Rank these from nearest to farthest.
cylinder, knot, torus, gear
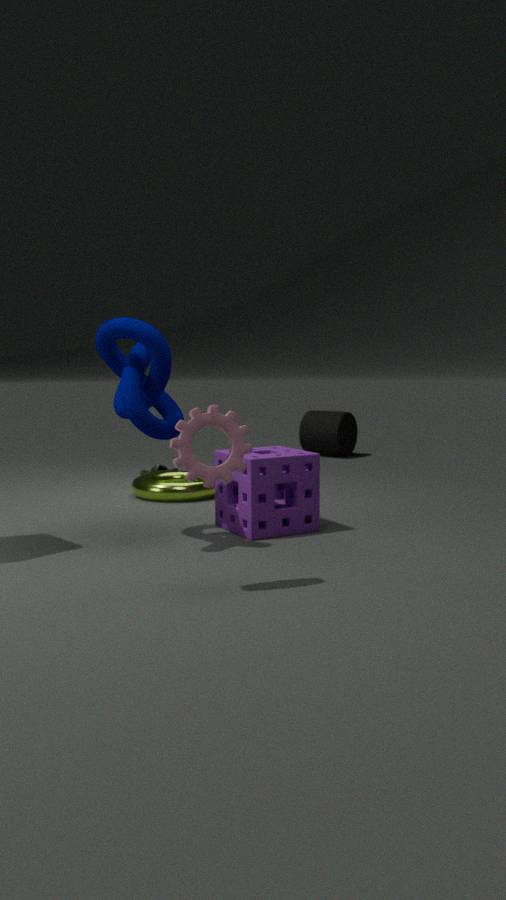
gear, knot, torus, cylinder
